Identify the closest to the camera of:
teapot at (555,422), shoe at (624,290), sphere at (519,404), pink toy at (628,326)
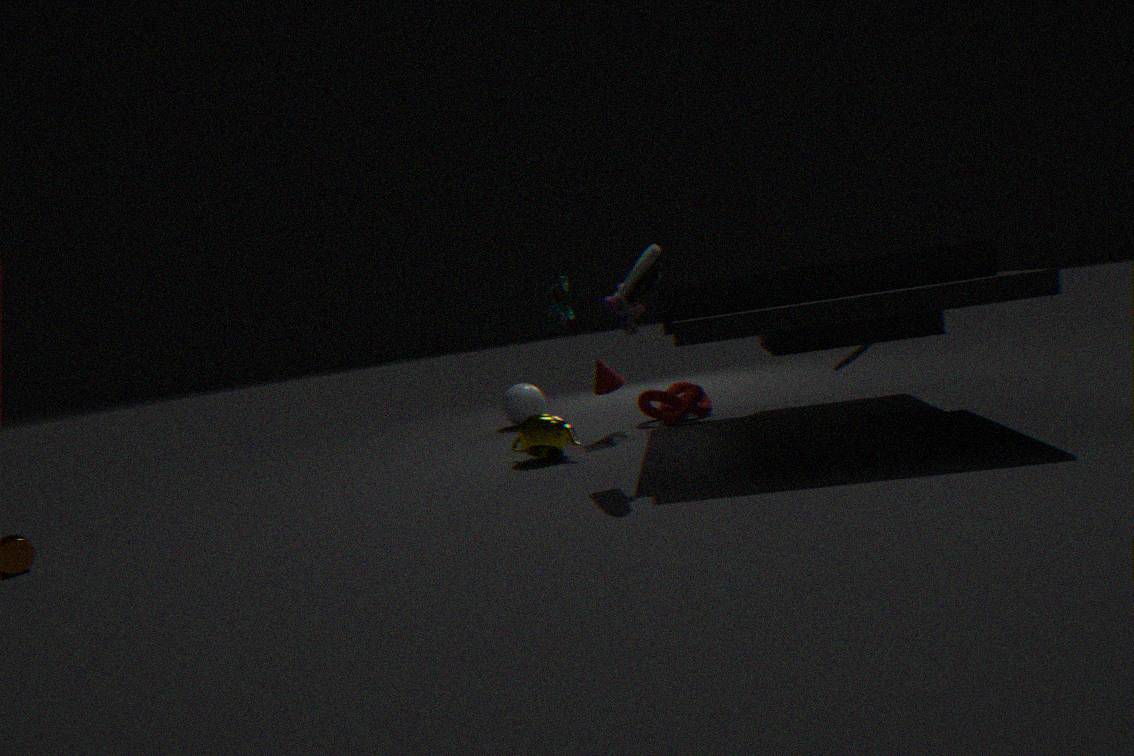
shoe at (624,290)
